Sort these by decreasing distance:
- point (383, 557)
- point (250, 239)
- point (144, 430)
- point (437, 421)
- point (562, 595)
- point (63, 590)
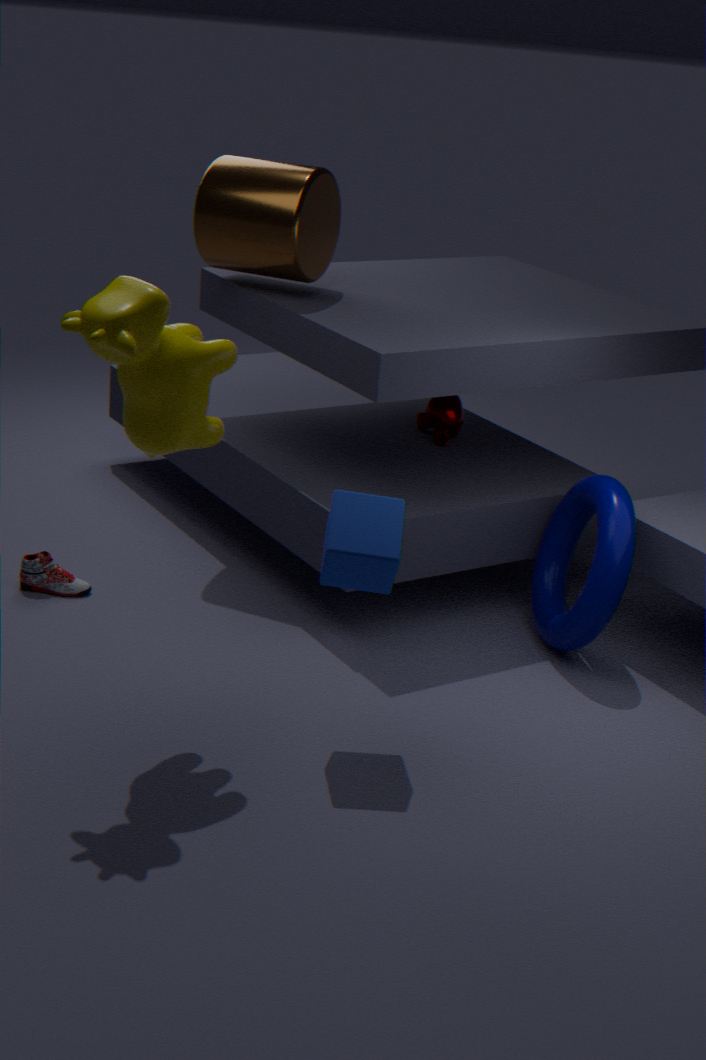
point (437, 421) < point (250, 239) < point (562, 595) < point (63, 590) < point (383, 557) < point (144, 430)
